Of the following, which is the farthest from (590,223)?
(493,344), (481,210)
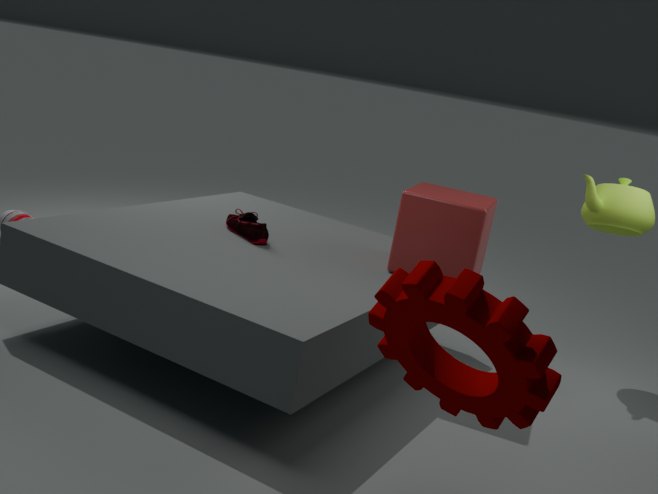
(493,344)
